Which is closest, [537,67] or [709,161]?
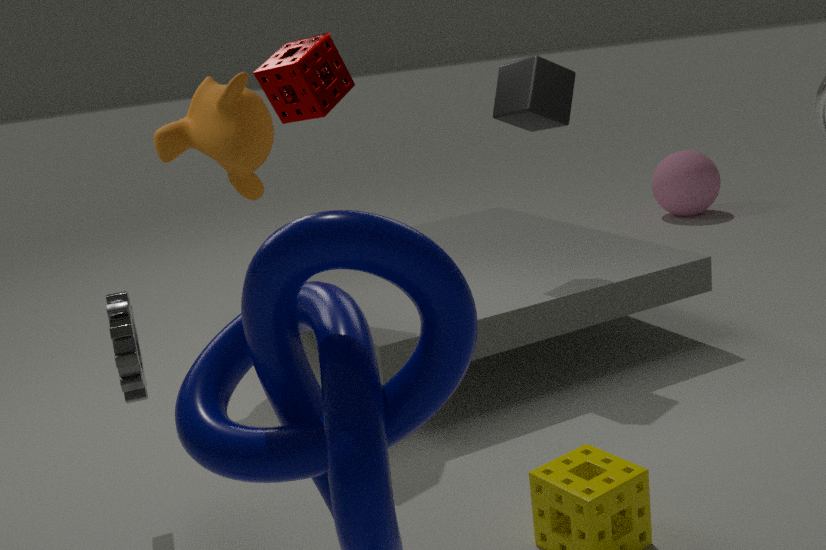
[537,67]
